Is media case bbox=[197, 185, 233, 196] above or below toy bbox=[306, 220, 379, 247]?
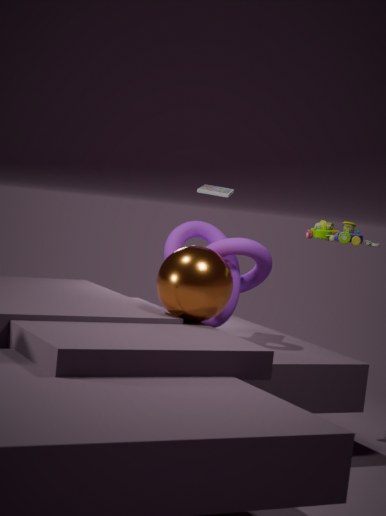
above
